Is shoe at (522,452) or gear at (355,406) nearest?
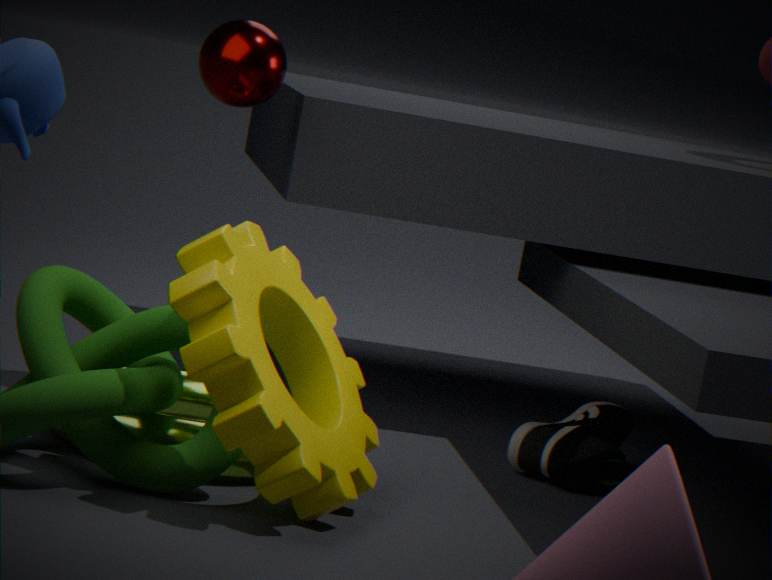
gear at (355,406)
